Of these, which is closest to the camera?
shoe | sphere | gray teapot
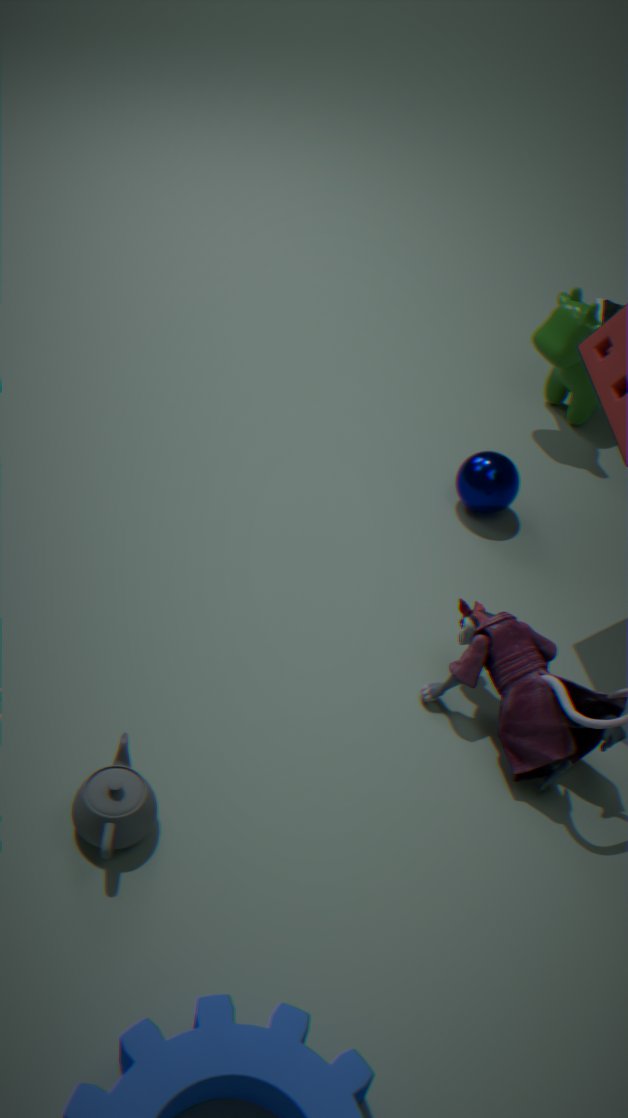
gray teapot
